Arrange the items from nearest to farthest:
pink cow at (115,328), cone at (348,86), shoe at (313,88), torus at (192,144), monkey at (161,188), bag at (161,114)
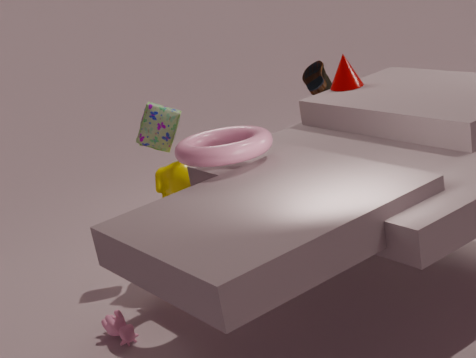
torus at (192,144), pink cow at (115,328), monkey at (161,188), bag at (161,114), cone at (348,86), shoe at (313,88)
